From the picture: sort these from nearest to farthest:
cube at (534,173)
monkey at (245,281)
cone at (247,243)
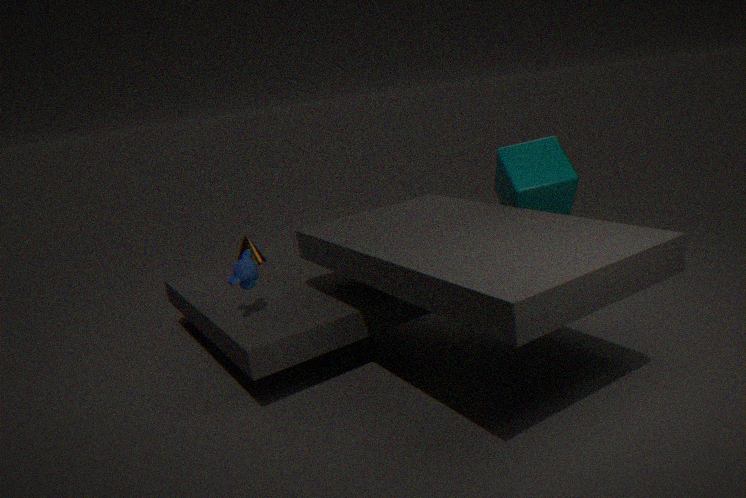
monkey at (245,281), cube at (534,173), cone at (247,243)
